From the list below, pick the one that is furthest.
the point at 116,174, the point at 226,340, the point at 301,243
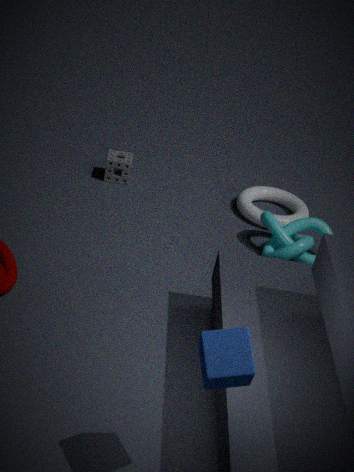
the point at 116,174
